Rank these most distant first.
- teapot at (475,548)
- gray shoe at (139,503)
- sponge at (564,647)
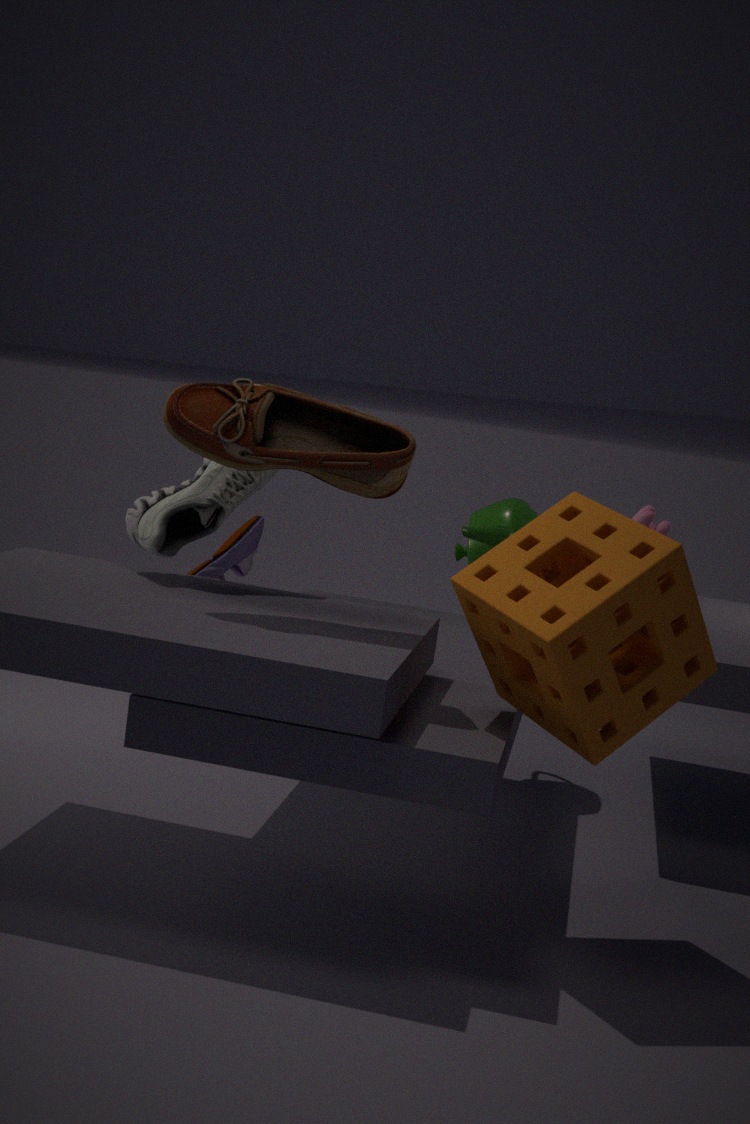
teapot at (475,548) → gray shoe at (139,503) → sponge at (564,647)
